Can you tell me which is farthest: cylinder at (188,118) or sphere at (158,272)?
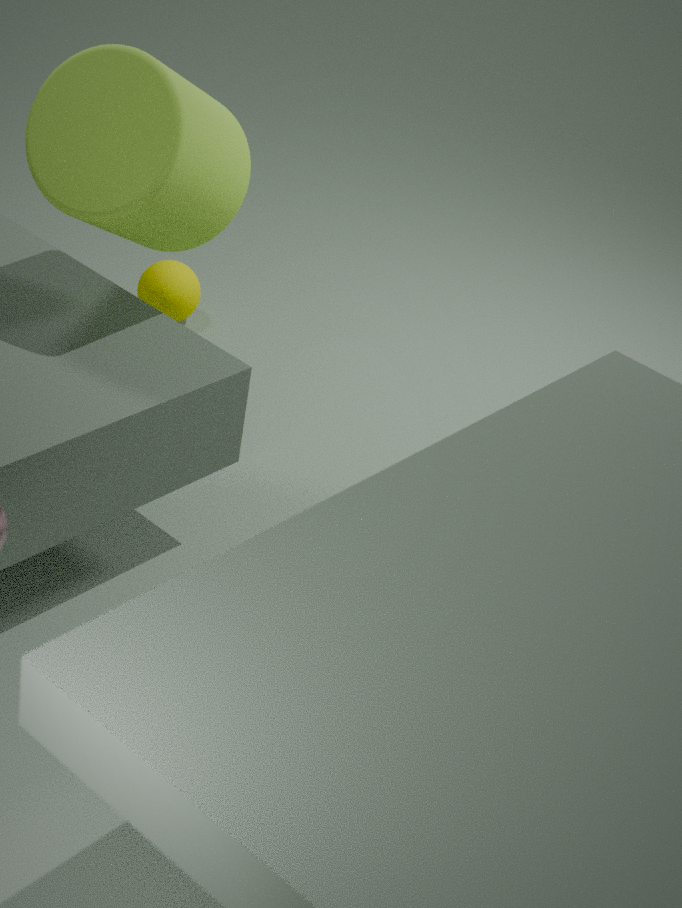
sphere at (158,272)
